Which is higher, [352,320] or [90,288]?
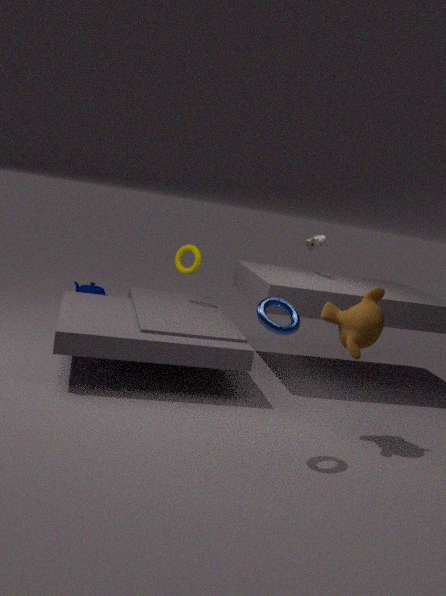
[352,320]
